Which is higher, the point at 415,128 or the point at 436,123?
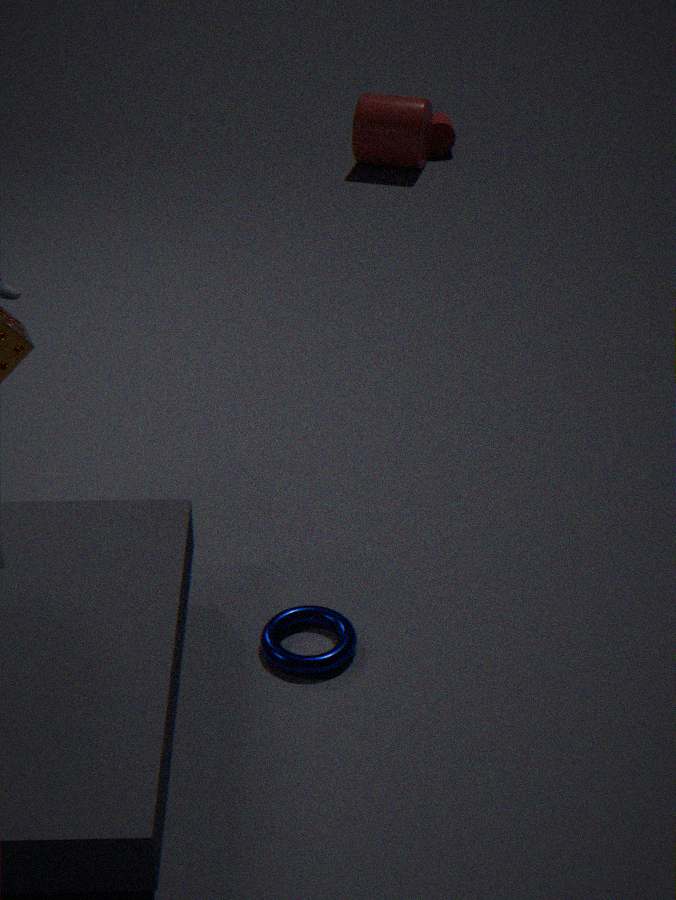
the point at 415,128
